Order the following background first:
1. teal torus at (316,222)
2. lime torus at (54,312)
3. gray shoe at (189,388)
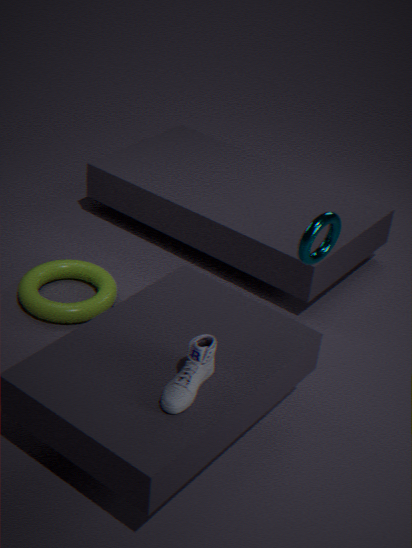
lime torus at (54,312)
teal torus at (316,222)
gray shoe at (189,388)
